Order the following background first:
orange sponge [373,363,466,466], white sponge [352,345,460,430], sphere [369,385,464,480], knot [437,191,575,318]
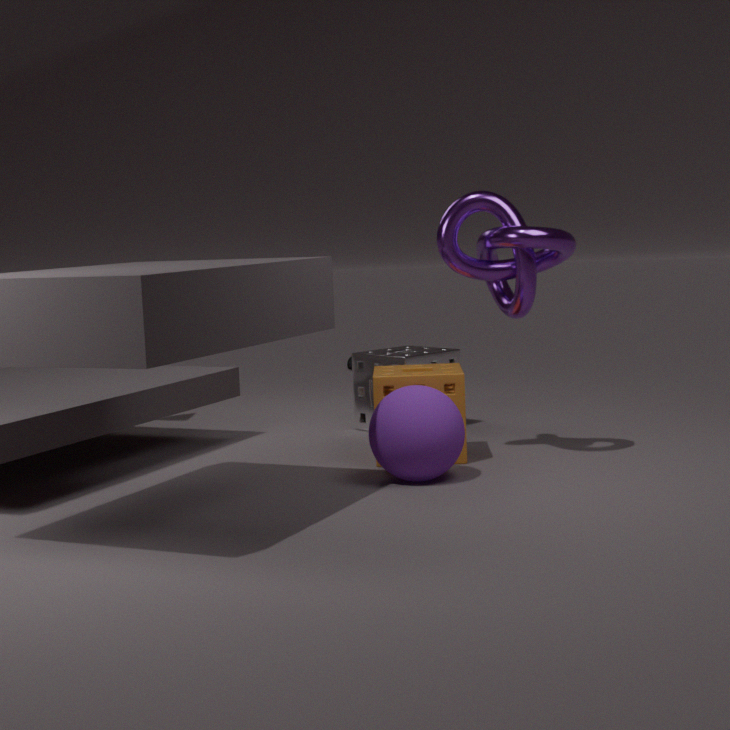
white sponge [352,345,460,430] → orange sponge [373,363,466,466] → knot [437,191,575,318] → sphere [369,385,464,480]
